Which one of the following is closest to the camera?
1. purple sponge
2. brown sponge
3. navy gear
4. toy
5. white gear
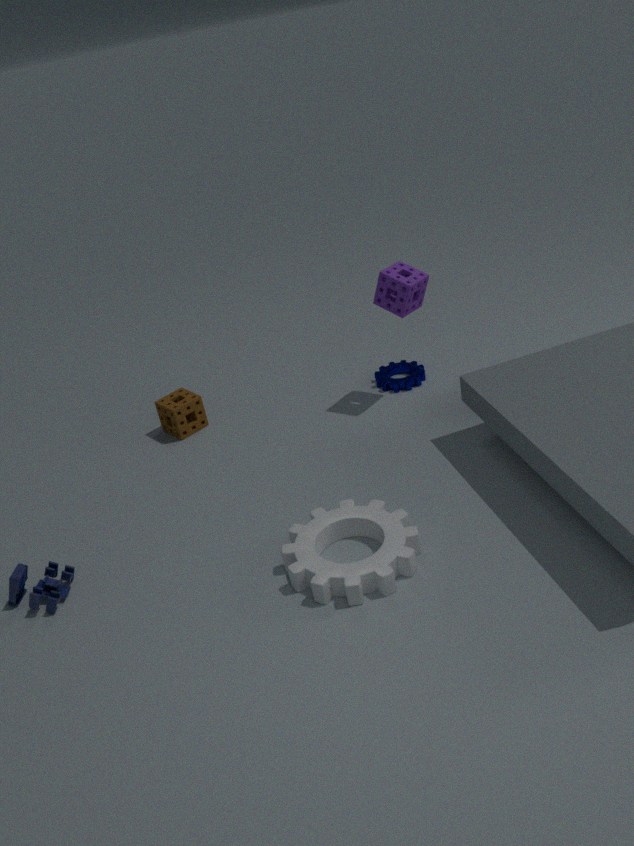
white gear
